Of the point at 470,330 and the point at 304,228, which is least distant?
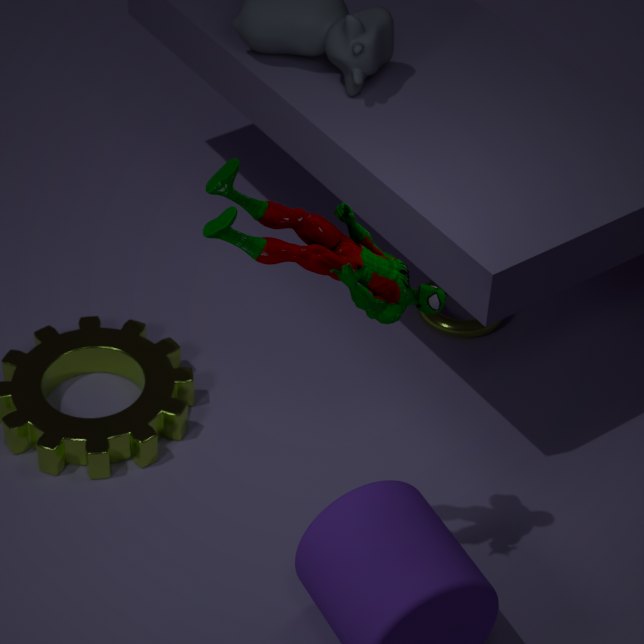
the point at 304,228
